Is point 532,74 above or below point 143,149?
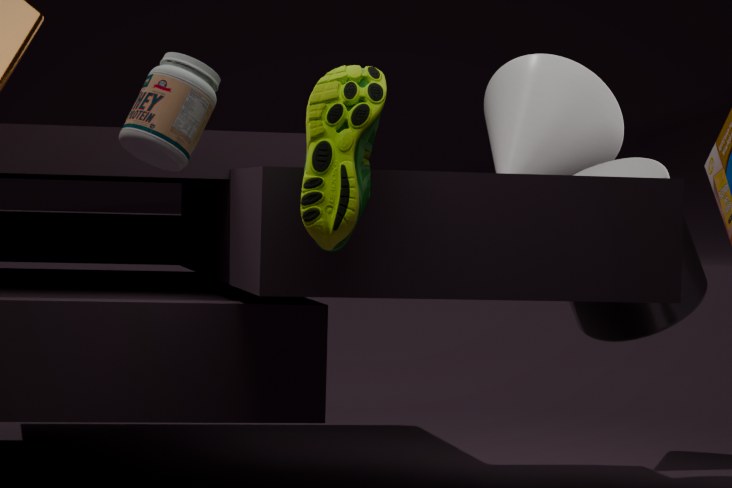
above
